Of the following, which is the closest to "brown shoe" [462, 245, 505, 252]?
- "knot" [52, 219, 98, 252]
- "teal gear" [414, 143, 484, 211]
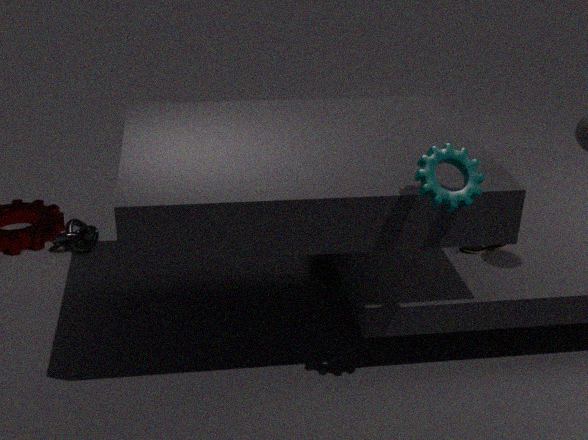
"teal gear" [414, 143, 484, 211]
